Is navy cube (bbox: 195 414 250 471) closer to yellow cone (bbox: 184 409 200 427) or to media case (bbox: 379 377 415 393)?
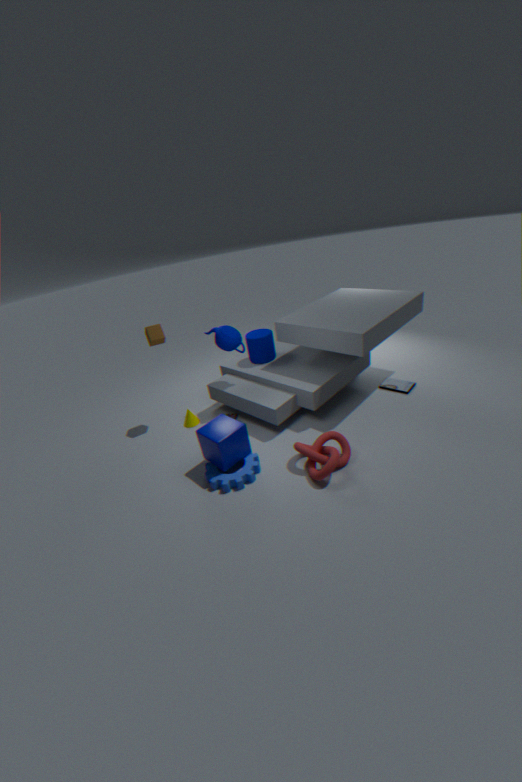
yellow cone (bbox: 184 409 200 427)
